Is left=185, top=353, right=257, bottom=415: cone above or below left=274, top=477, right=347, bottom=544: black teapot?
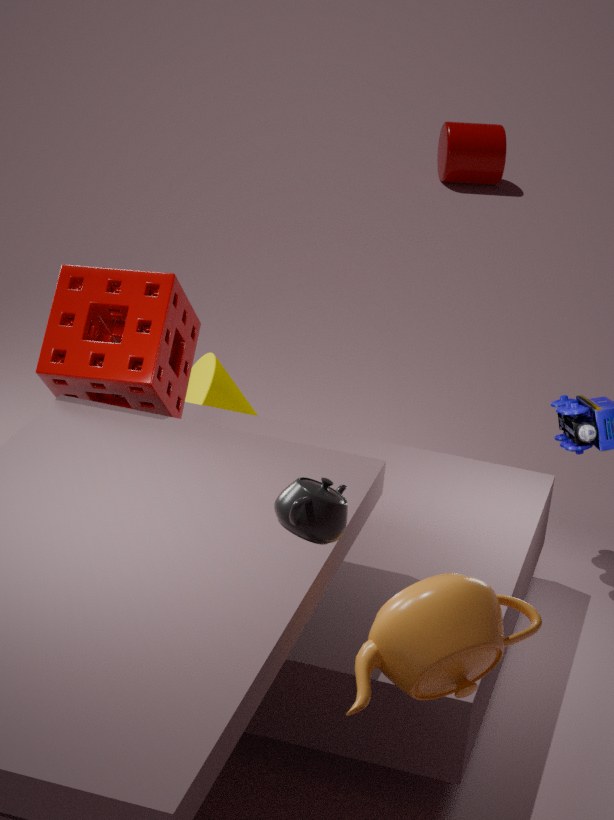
below
